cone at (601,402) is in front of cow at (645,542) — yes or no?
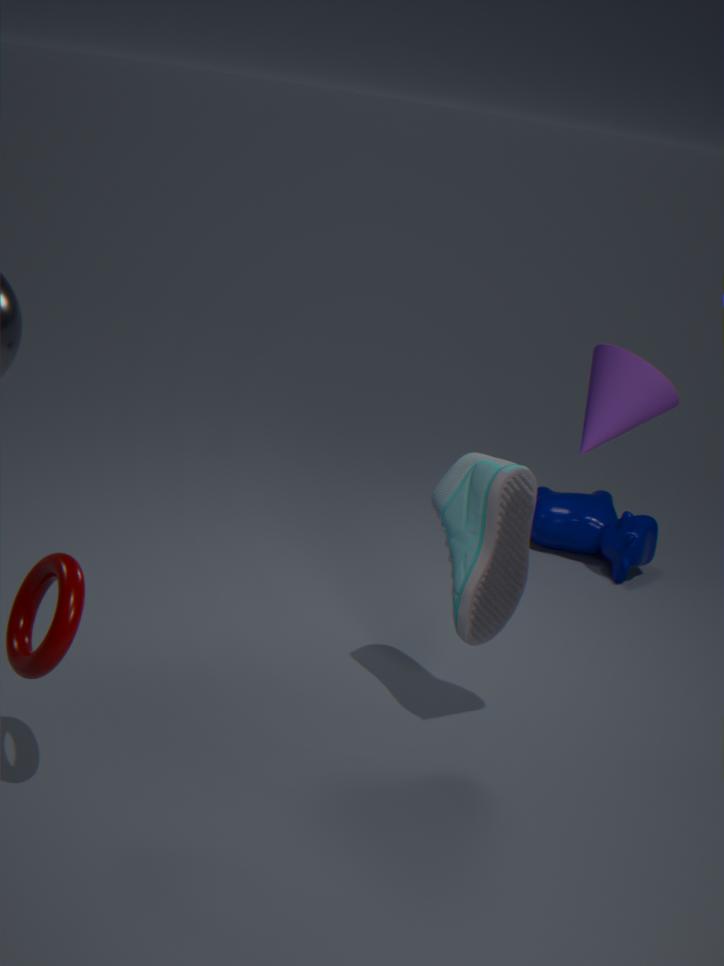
Yes
